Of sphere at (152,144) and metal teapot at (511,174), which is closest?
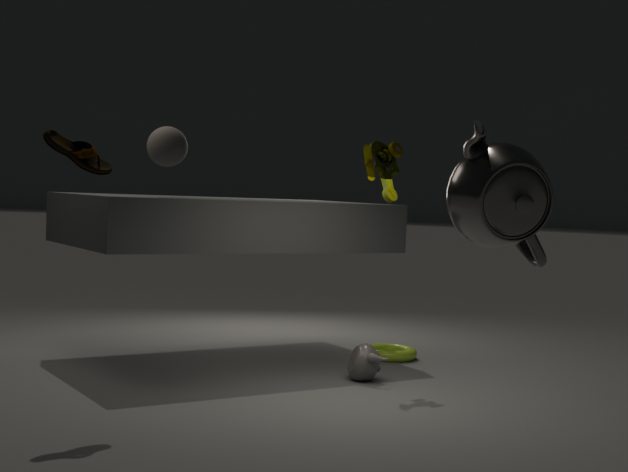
metal teapot at (511,174)
